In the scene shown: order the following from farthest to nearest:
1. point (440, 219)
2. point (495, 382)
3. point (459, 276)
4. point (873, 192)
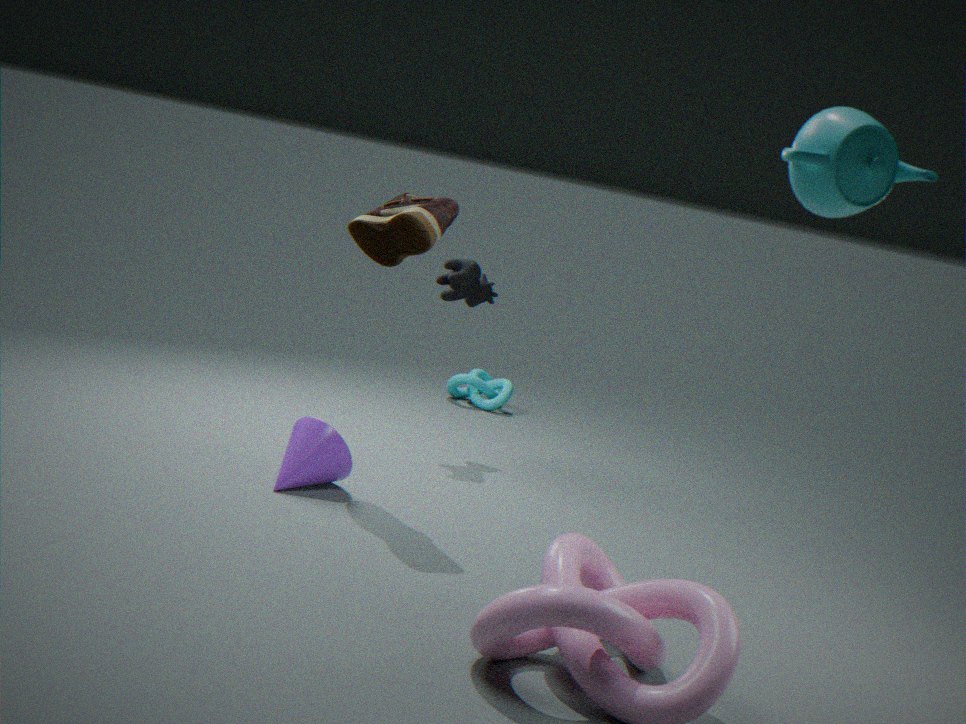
point (495, 382), point (459, 276), point (440, 219), point (873, 192)
